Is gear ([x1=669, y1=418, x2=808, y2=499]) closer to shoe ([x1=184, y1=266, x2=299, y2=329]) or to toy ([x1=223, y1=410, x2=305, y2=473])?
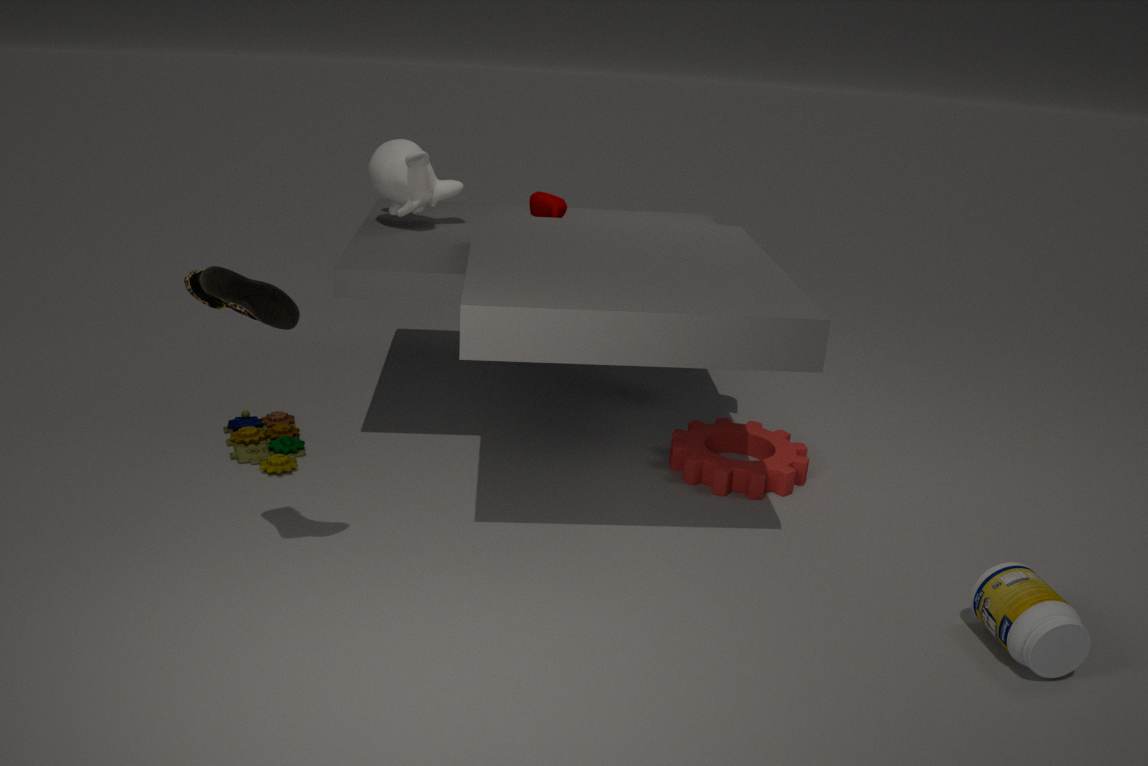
toy ([x1=223, y1=410, x2=305, y2=473])
